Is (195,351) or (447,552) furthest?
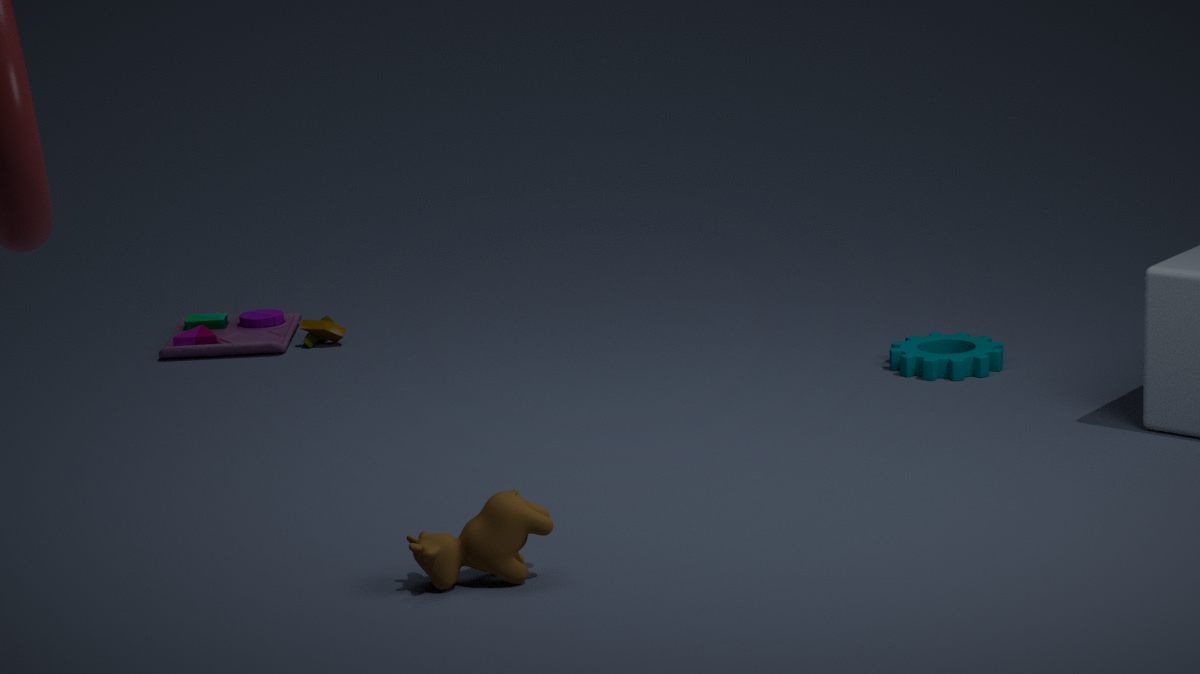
(195,351)
